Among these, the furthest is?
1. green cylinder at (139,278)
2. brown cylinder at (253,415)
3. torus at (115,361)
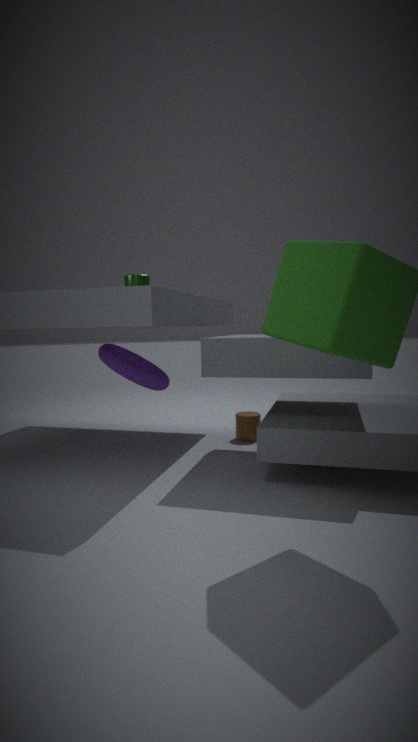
green cylinder at (139,278)
